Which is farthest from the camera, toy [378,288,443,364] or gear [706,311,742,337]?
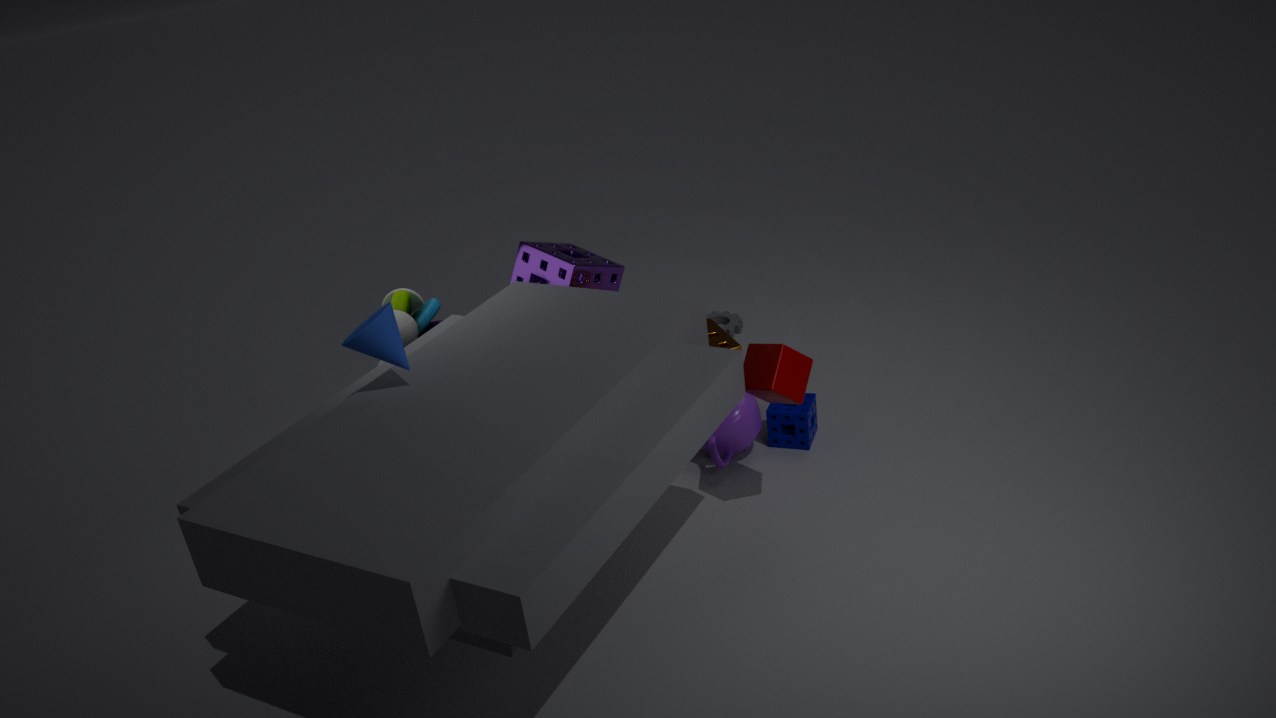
gear [706,311,742,337]
